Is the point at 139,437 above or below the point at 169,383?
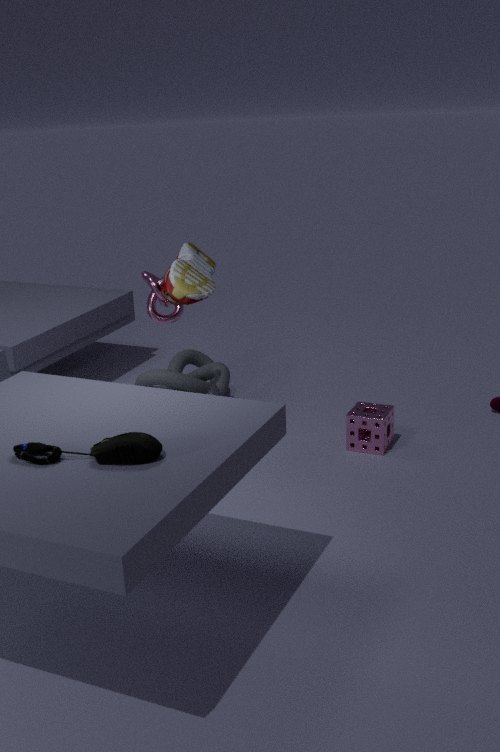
above
